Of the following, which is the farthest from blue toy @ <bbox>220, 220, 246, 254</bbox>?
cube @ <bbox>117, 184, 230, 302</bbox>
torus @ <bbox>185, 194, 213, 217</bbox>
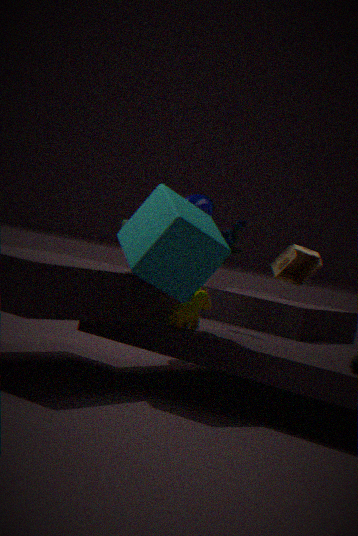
torus @ <bbox>185, 194, 213, 217</bbox>
